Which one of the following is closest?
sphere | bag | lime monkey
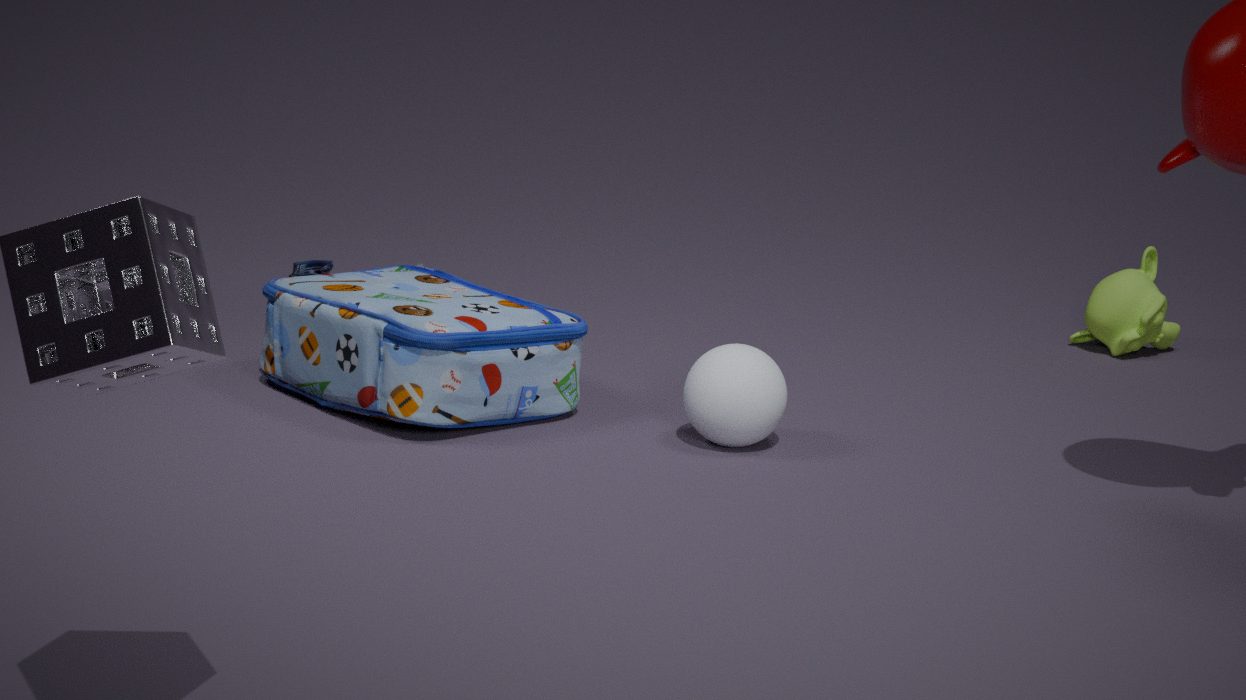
sphere
